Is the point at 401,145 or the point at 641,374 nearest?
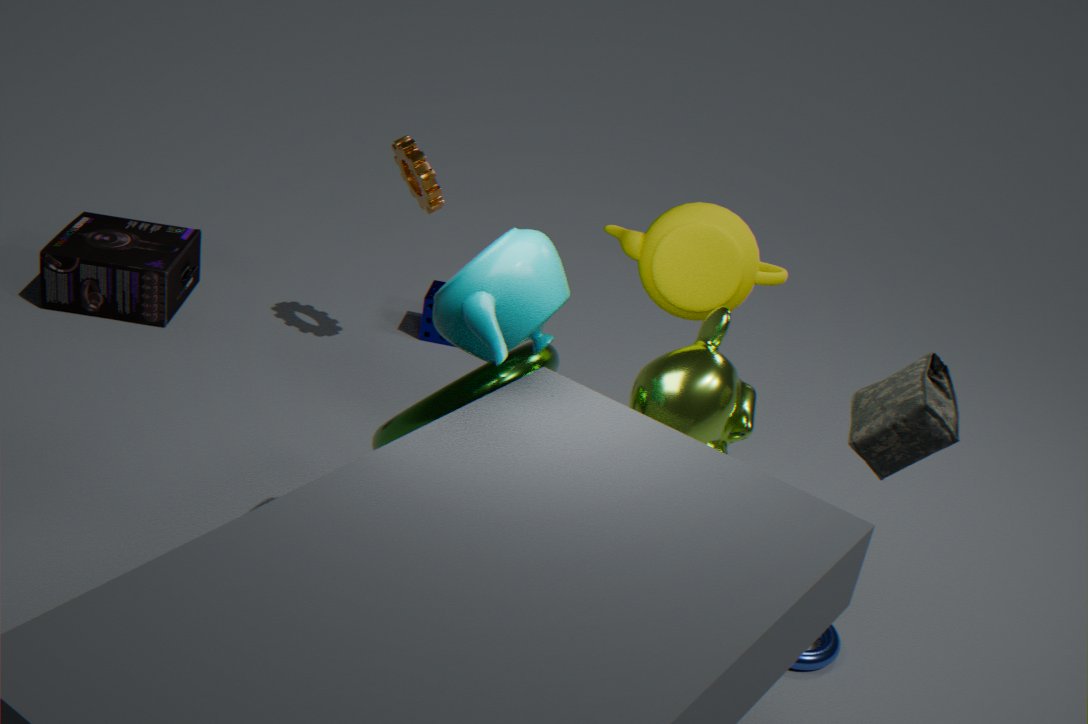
the point at 641,374
